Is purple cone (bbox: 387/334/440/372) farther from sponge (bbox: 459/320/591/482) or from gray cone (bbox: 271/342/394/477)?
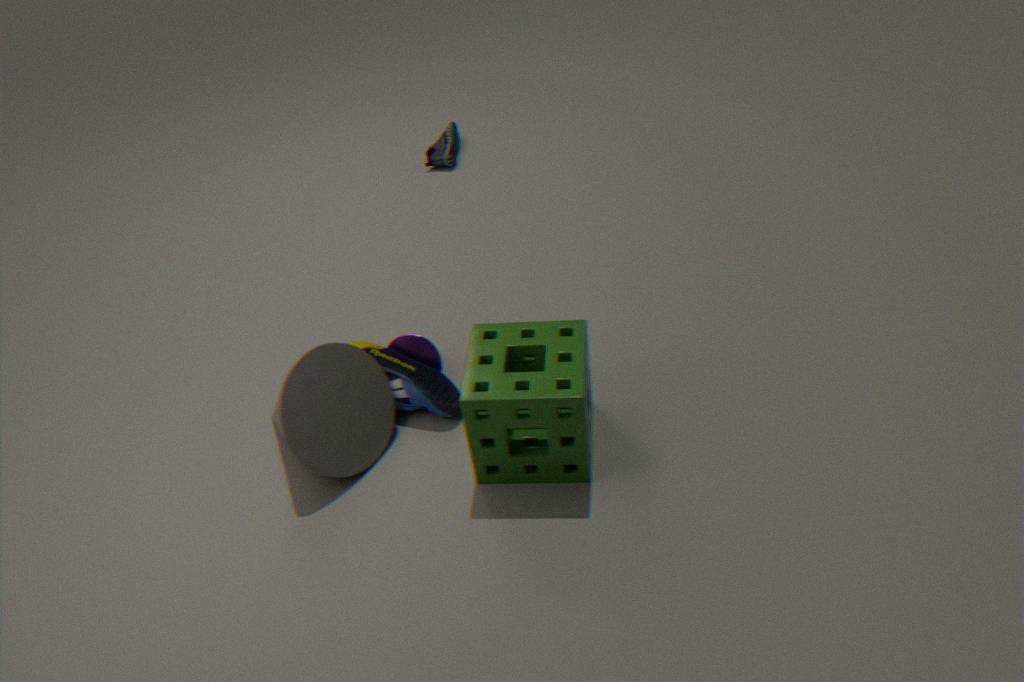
sponge (bbox: 459/320/591/482)
